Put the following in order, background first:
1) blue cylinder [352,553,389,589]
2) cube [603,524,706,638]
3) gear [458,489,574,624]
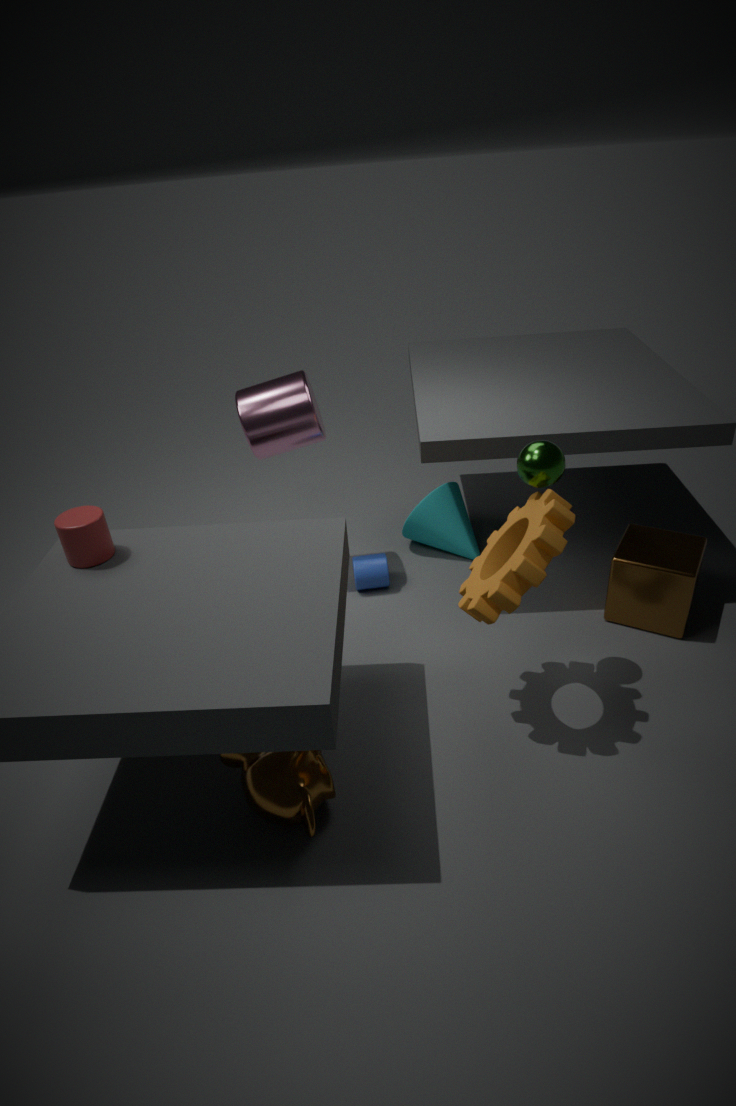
1. blue cylinder [352,553,389,589], 2. cube [603,524,706,638], 3. gear [458,489,574,624]
